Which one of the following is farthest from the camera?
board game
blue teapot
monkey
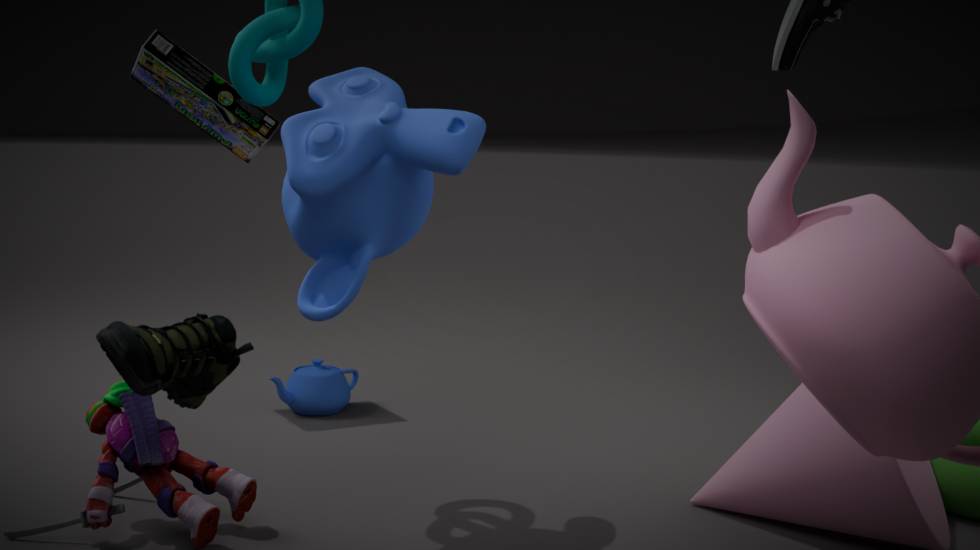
blue teapot
